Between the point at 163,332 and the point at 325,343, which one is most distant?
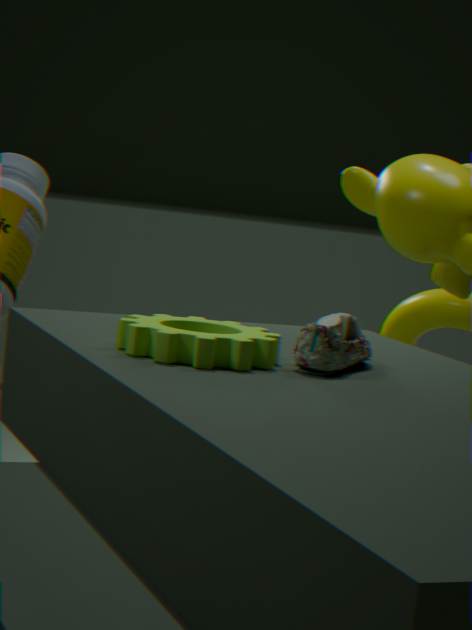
the point at 325,343
